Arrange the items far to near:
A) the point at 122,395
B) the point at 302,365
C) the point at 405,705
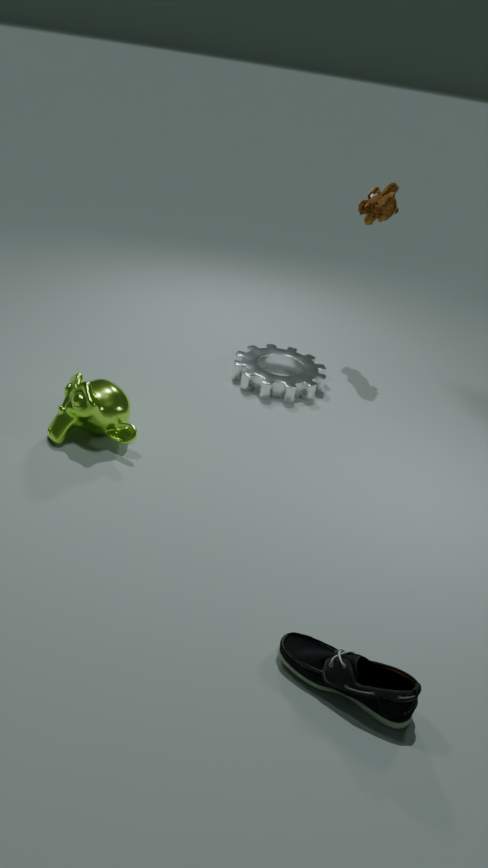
the point at 302,365 → the point at 122,395 → the point at 405,705
